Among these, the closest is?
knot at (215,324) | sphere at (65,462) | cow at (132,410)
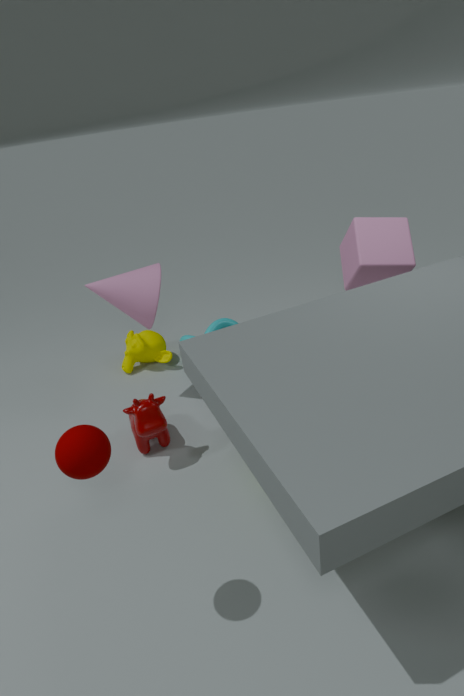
sphere at (65,462)
